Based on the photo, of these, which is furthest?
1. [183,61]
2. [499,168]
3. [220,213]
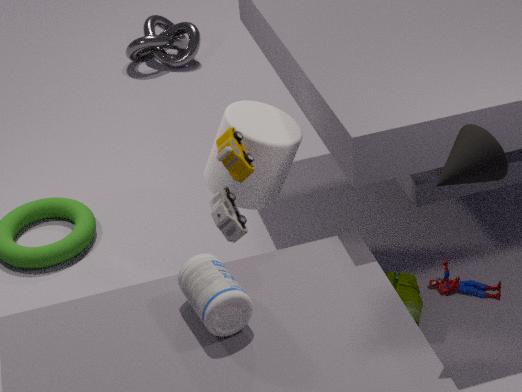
[183,61]
